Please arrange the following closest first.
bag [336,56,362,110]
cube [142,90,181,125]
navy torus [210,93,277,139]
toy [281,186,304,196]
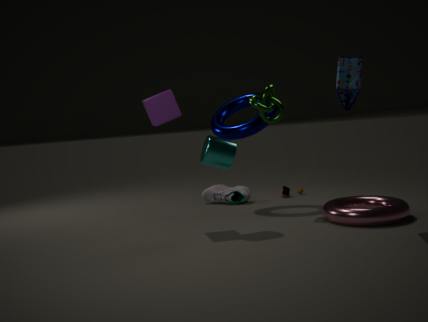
bag [336,56,362,110] → cube [142,90,181,125] → navy torus [210,93,277,139] → toy [281,186,304,196]
